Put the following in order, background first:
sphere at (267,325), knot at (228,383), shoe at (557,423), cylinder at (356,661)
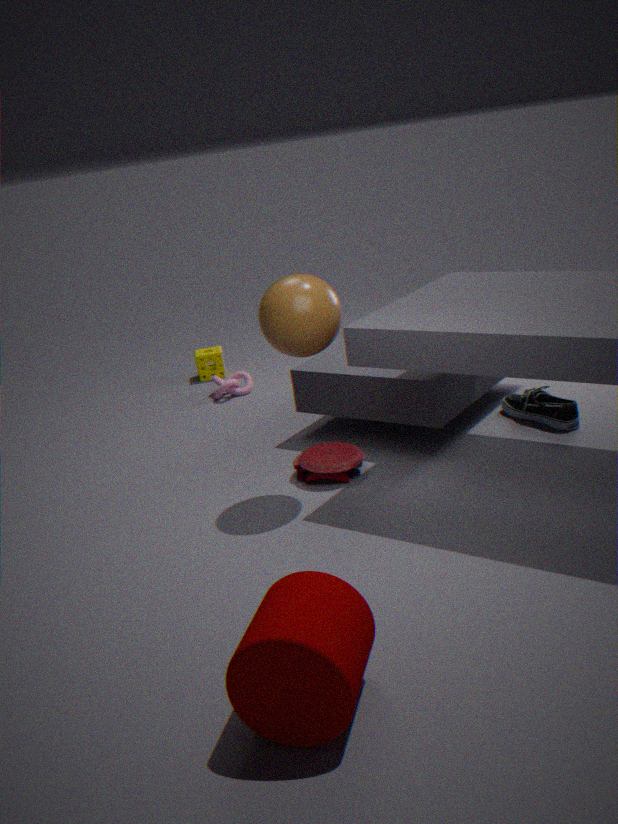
knot at (228,383) < shoe at (557,423) < sphere at (267,325) < cylinder at (356,661)
